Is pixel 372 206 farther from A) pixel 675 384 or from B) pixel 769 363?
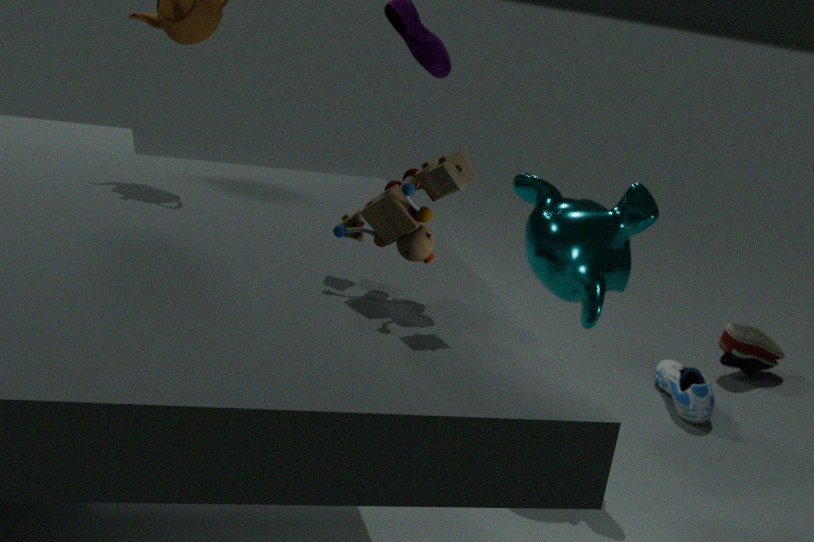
B) pixel 769 363
